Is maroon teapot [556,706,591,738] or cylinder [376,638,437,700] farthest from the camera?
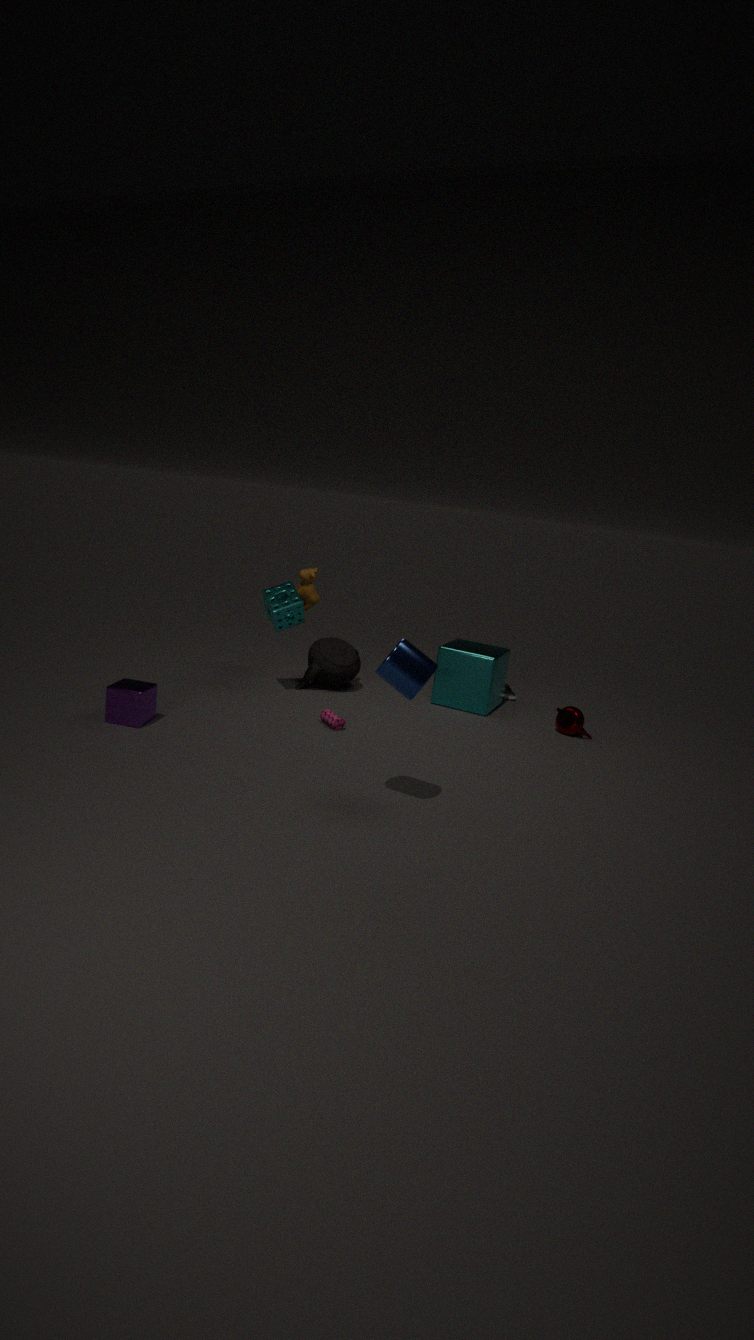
maroon teapot [556,706,591,738]
